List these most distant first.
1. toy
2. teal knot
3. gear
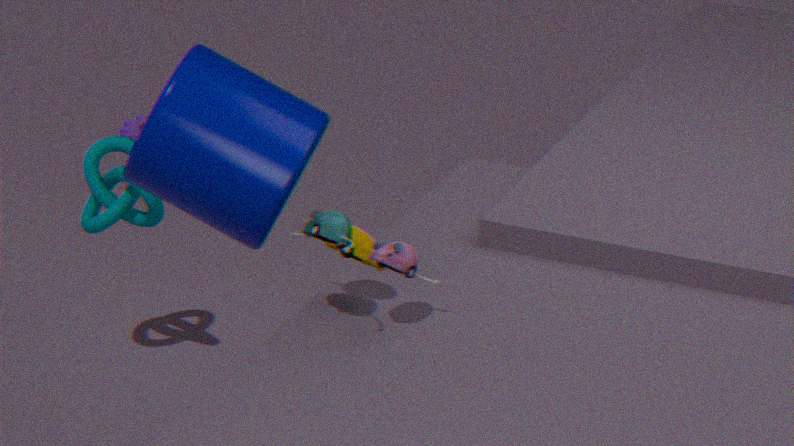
1. gear
2. teal knot
3. toy
